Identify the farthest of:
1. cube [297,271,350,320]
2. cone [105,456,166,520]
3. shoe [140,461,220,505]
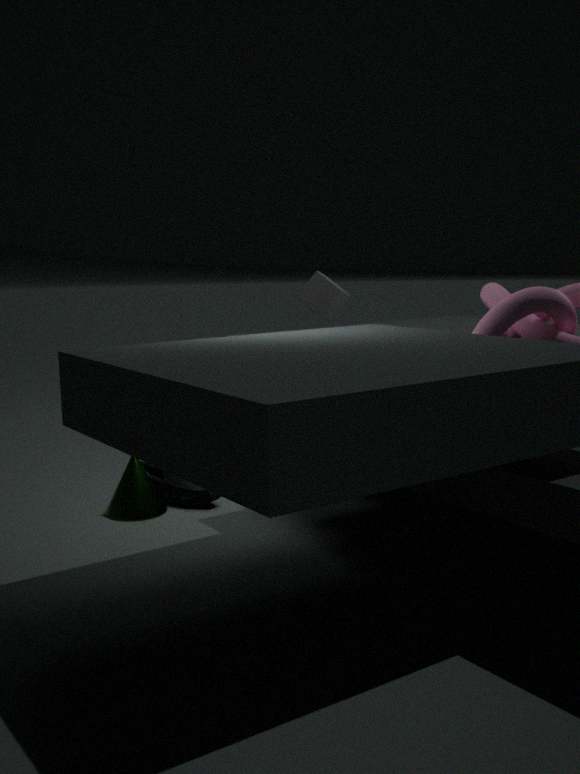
cube [297,271,350,320]
